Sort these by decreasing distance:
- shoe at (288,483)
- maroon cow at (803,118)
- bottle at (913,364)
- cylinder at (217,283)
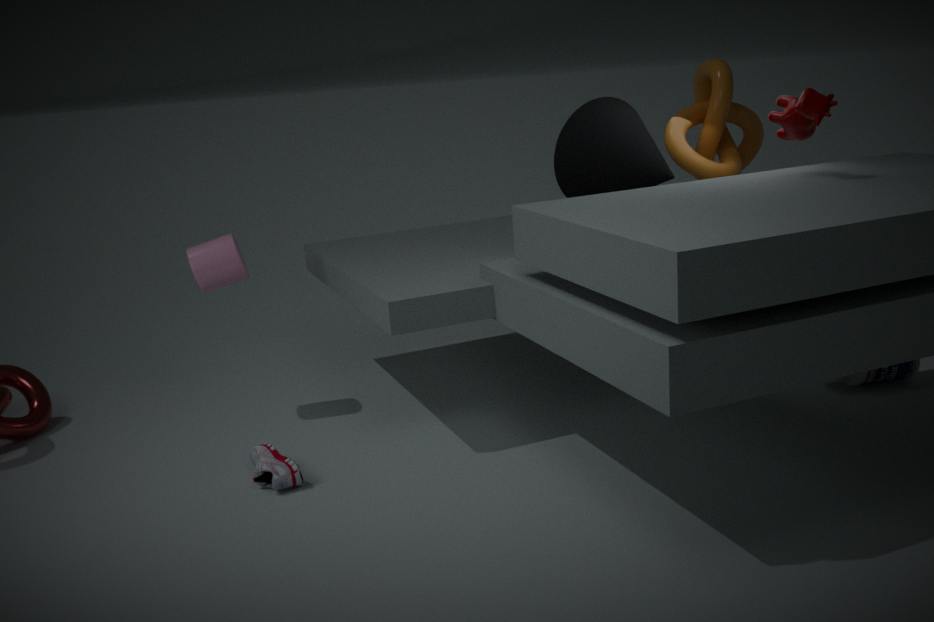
1. bottle at (913,364)
2. cylinder at (217,283)
3. shoe at (288,483)
4. maroon cow at (803,118)
